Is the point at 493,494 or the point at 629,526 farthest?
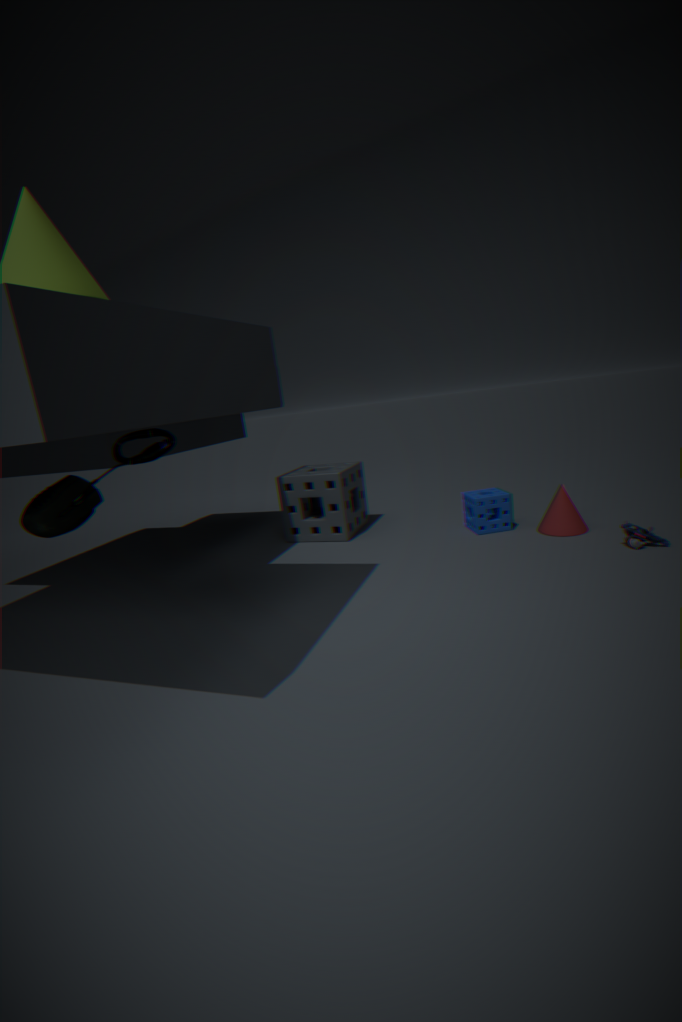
the point at 493,494
